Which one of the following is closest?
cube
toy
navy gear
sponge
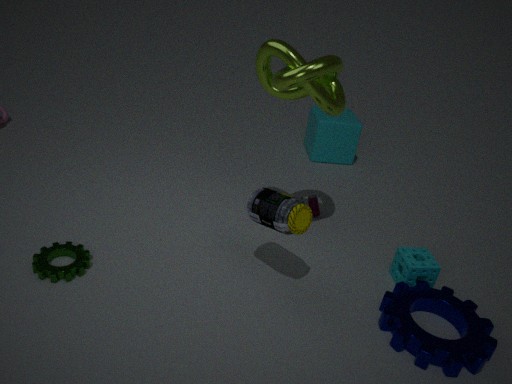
navy gear
